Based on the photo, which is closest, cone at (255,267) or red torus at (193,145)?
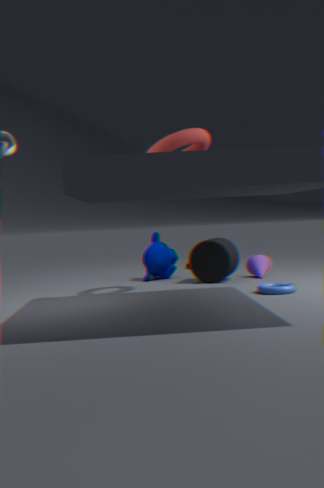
red torus at (193,145)
